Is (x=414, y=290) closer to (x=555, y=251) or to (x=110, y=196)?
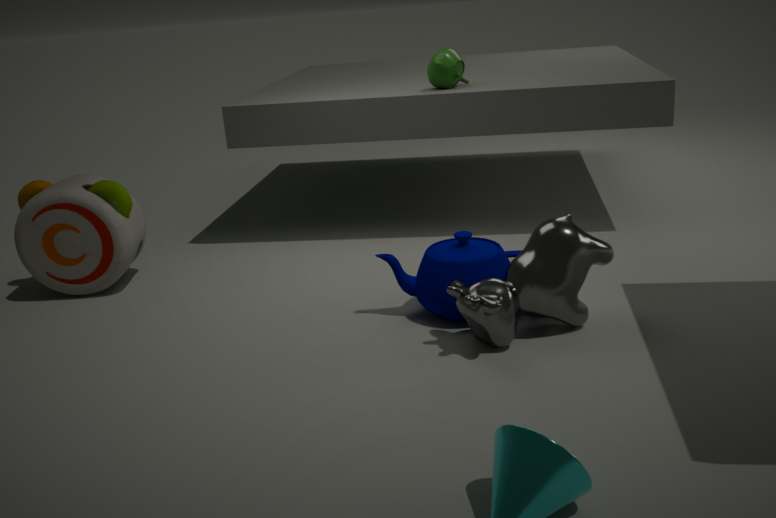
(x=555, y=251)
